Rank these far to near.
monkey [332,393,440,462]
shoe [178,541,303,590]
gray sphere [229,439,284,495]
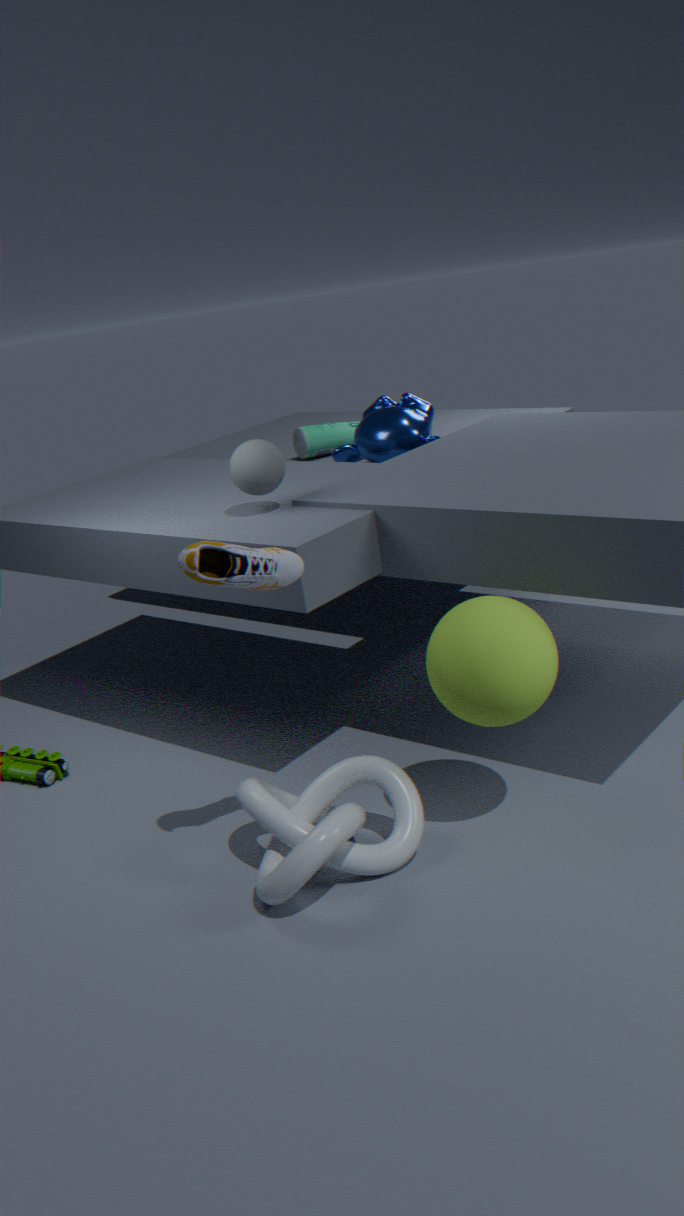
1. monkey [332,393,440,462]
2. gray sphere [229,439,284,495]
3. shoe [178,541,303,590]
